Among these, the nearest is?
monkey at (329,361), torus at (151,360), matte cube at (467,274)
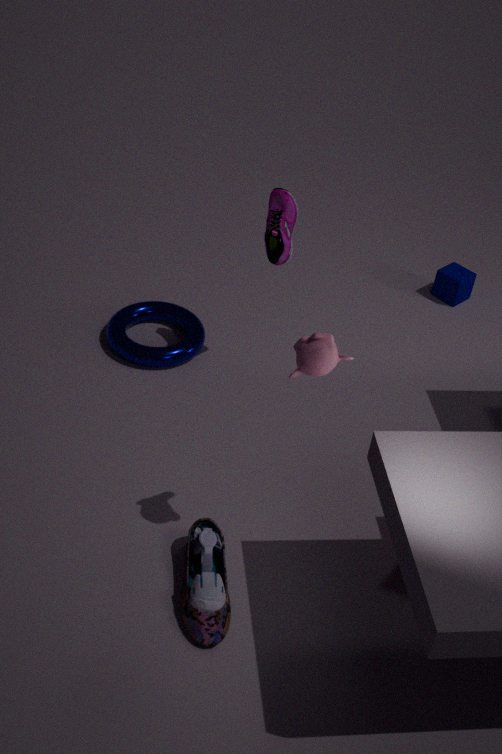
monkey at (329,361)
